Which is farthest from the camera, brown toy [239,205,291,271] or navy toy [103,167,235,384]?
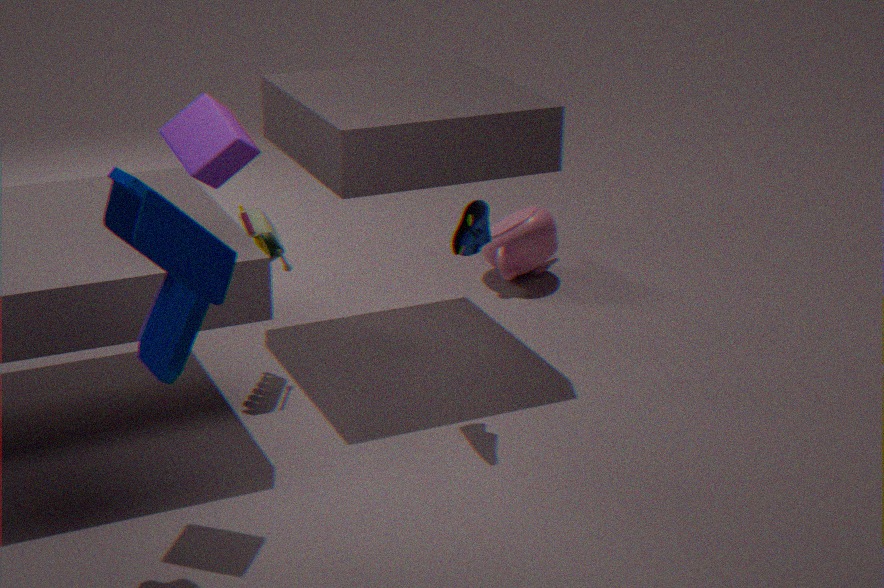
brown toy [239,205,291,271]
